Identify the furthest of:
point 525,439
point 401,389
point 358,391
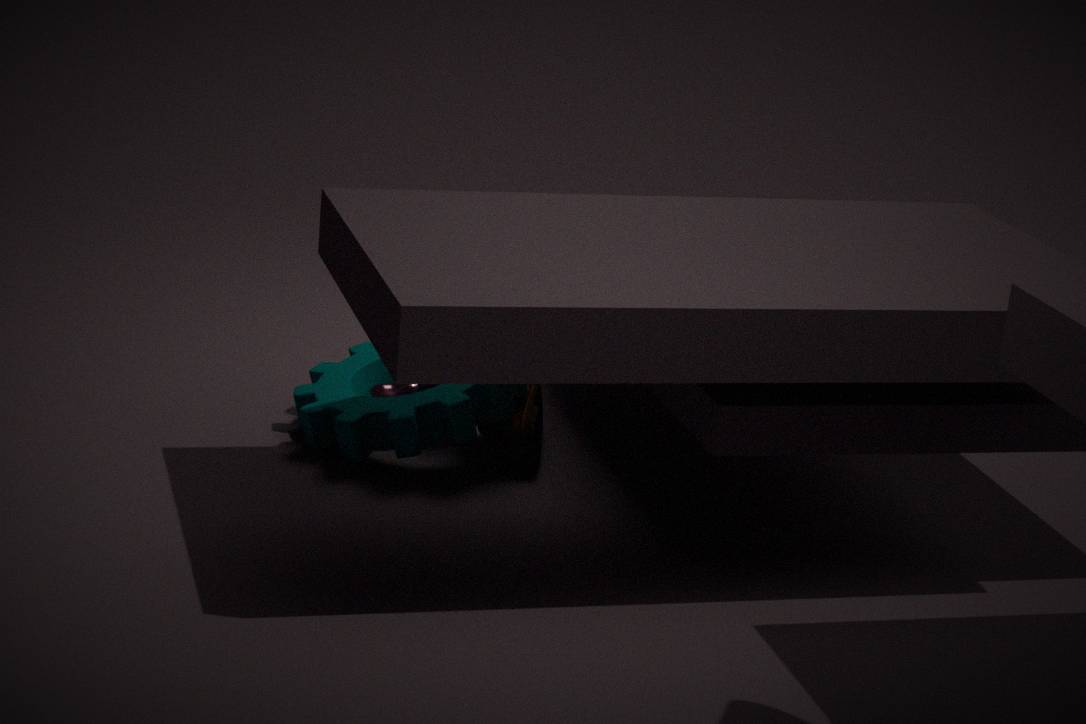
point 358,391
